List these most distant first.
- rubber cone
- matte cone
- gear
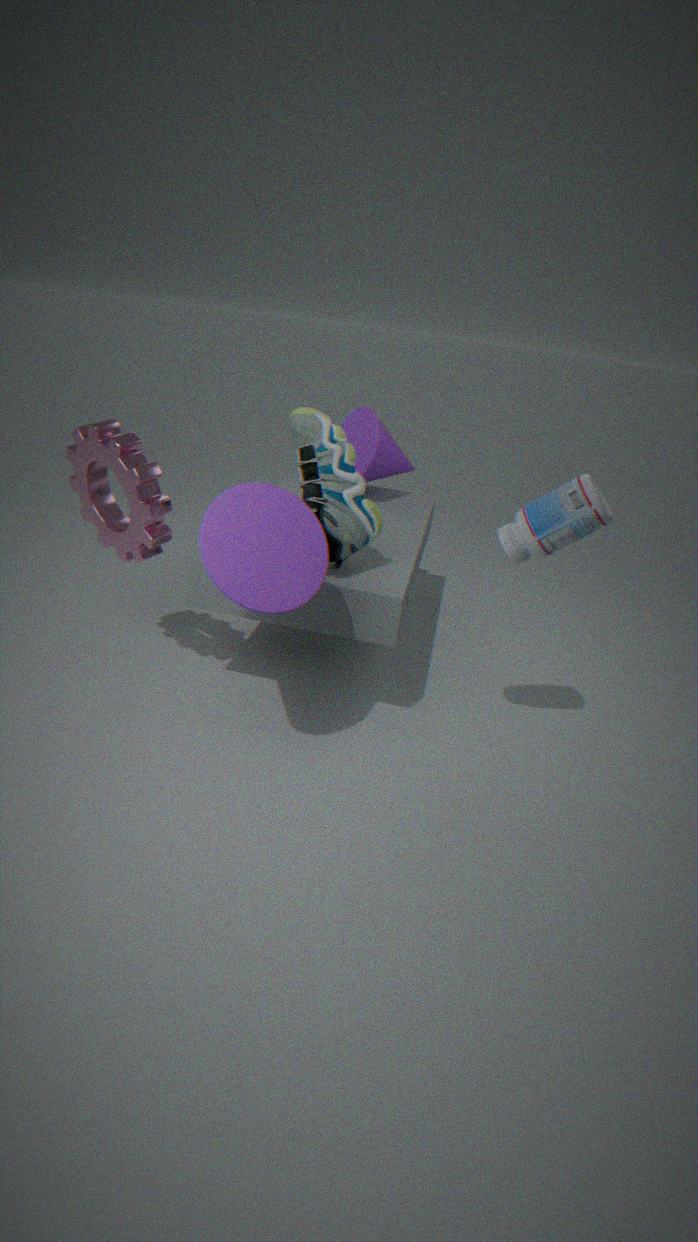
rubber cone < gear < matte cone
